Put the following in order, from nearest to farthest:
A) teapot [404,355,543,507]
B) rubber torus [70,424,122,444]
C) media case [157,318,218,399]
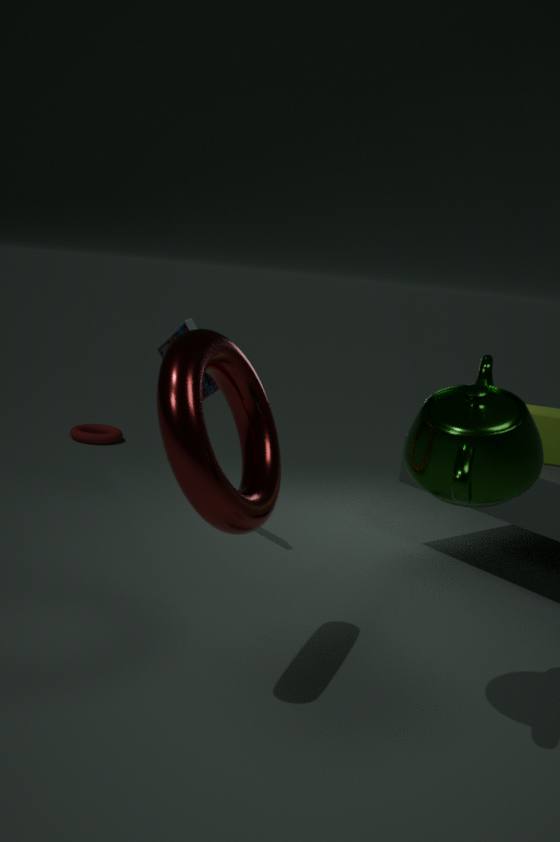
teapot [404,355,543,507], media case [157,318,218,399], rubber torus [70,424,122,444]
